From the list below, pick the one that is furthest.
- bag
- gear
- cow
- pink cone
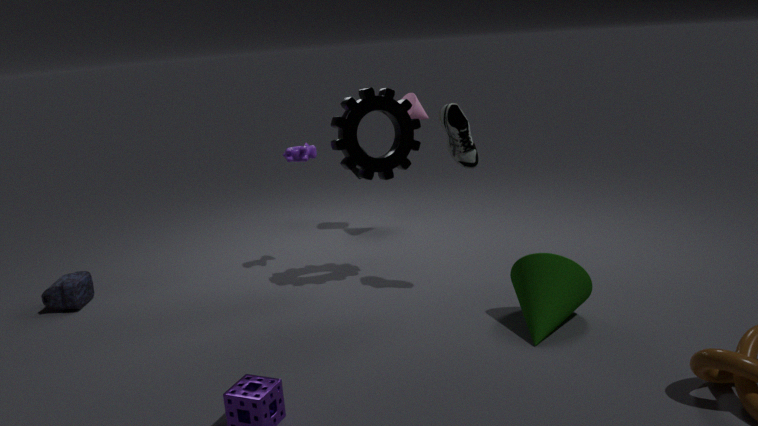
pink cone
